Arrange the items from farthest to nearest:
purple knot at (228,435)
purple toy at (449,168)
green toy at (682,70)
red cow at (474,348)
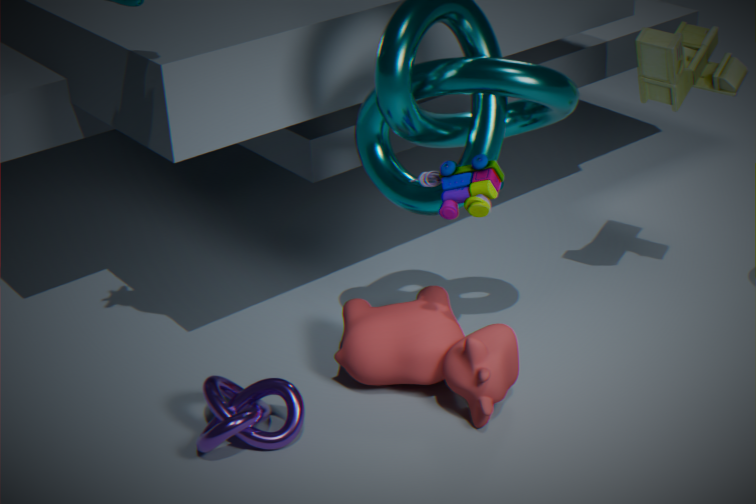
green toy at (682,70) → red cow at (474,348) → purple knot at (228,435) → purple toy at (449,168)
